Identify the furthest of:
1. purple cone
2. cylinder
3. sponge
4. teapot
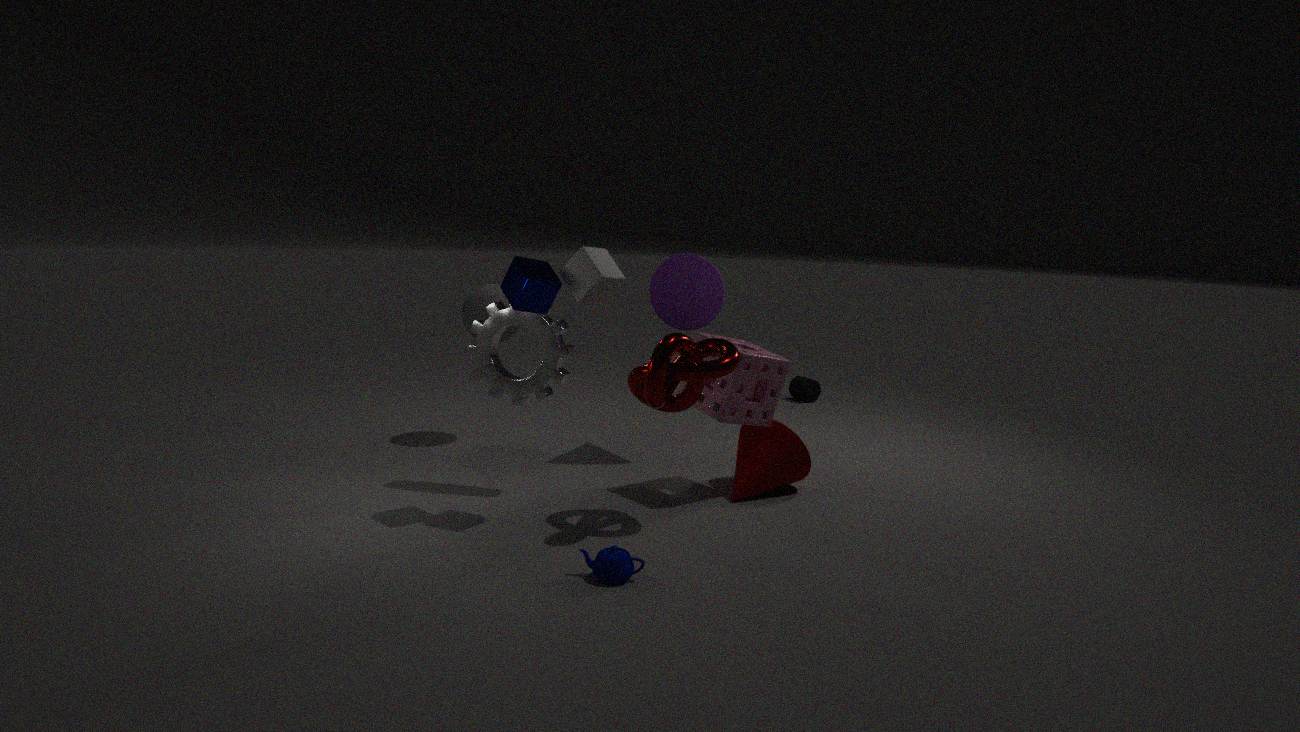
cylinder
